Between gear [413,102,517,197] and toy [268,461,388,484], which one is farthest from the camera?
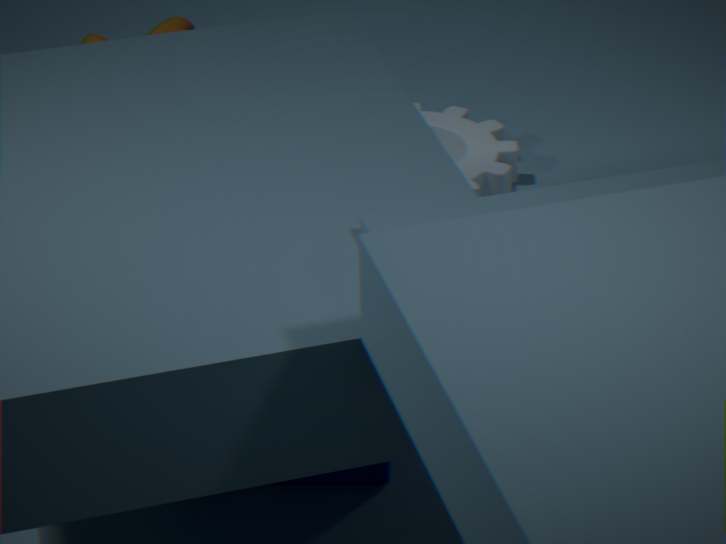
gear [413,102,517,197]
